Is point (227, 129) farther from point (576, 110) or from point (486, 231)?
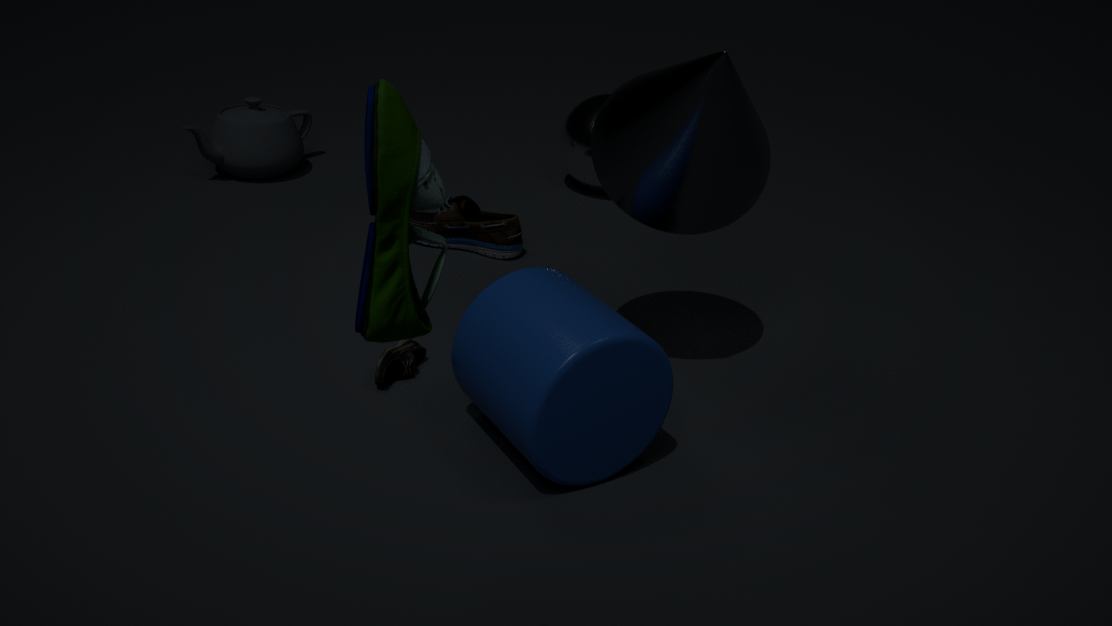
point (576, 110)
